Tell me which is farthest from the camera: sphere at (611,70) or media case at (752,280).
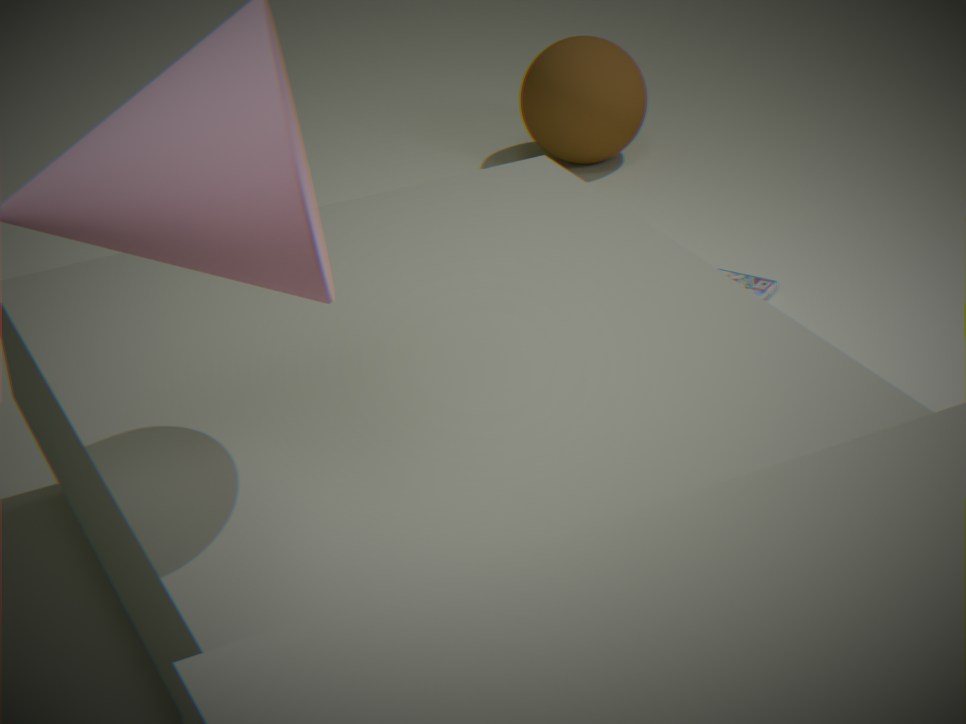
sphere at (611,70)
